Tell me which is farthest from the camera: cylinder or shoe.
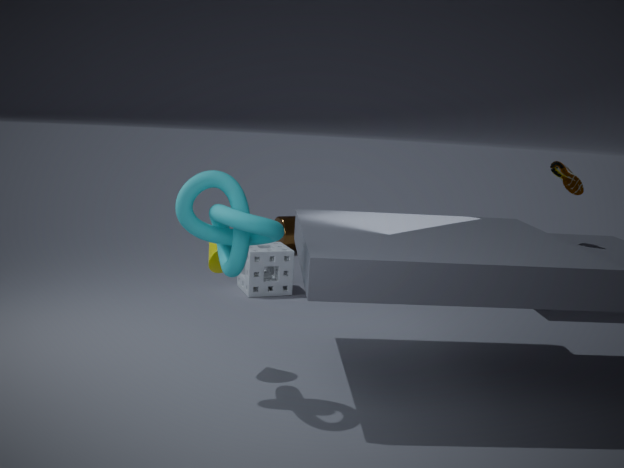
cylinder
